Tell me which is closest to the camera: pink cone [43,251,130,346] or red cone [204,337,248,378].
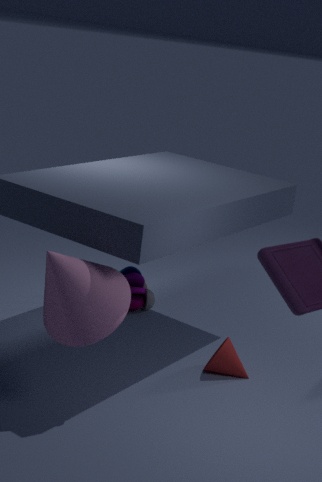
pink cone [43,251,130,346]
